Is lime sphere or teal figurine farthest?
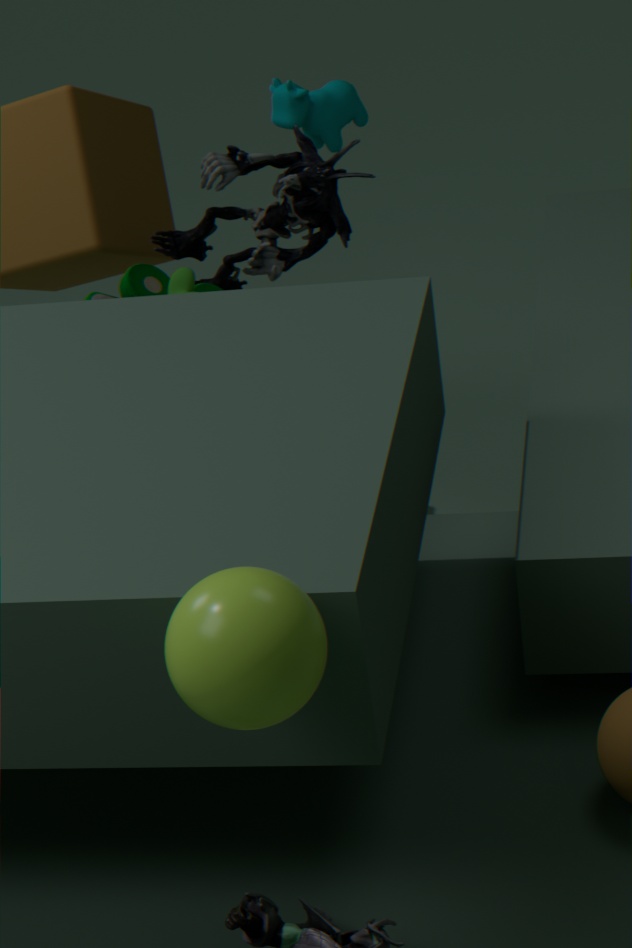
teal figurine
